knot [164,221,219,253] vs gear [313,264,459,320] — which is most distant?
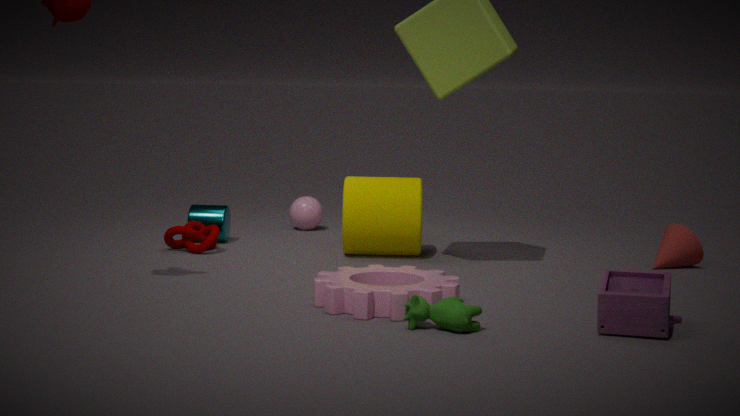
knot [164,221,219,253]
